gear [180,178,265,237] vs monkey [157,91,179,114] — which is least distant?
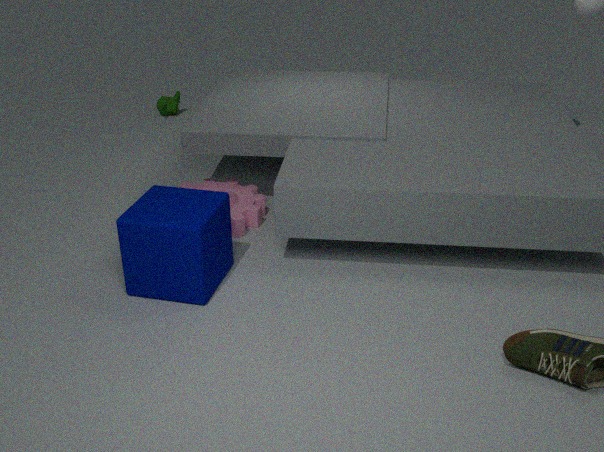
gear [180,178,265,237]
